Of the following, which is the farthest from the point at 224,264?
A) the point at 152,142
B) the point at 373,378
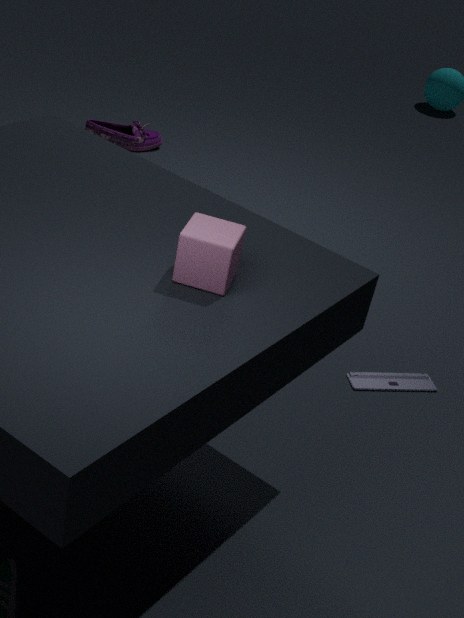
the point at 152,142
